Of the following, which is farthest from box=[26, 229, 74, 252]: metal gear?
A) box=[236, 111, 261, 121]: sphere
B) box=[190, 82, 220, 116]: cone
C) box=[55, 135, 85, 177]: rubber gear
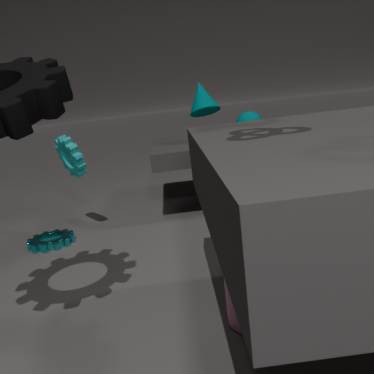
box=[236, 111, 261, 121]: sphere
